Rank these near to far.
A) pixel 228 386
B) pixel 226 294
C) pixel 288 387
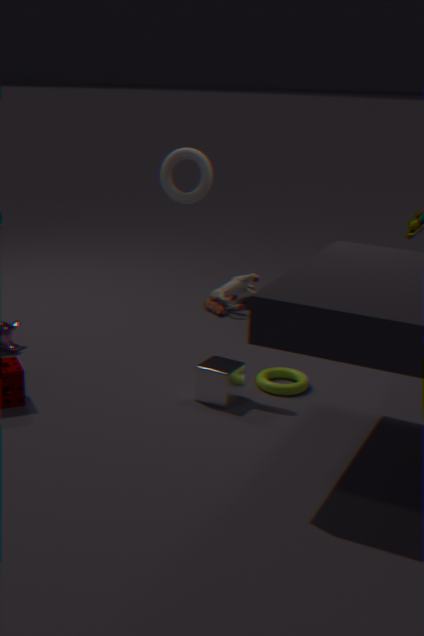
pixel 228 386 → pixel 288 387 → pixel 226 294
